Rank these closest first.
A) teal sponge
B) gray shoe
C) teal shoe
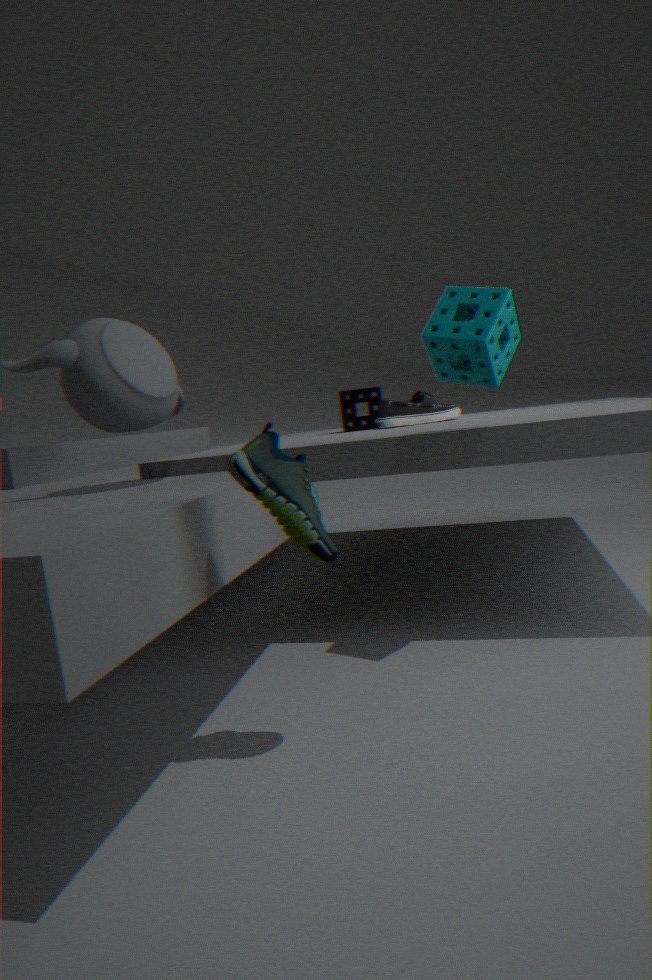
teal shoe, teal sponge, gray shoe
